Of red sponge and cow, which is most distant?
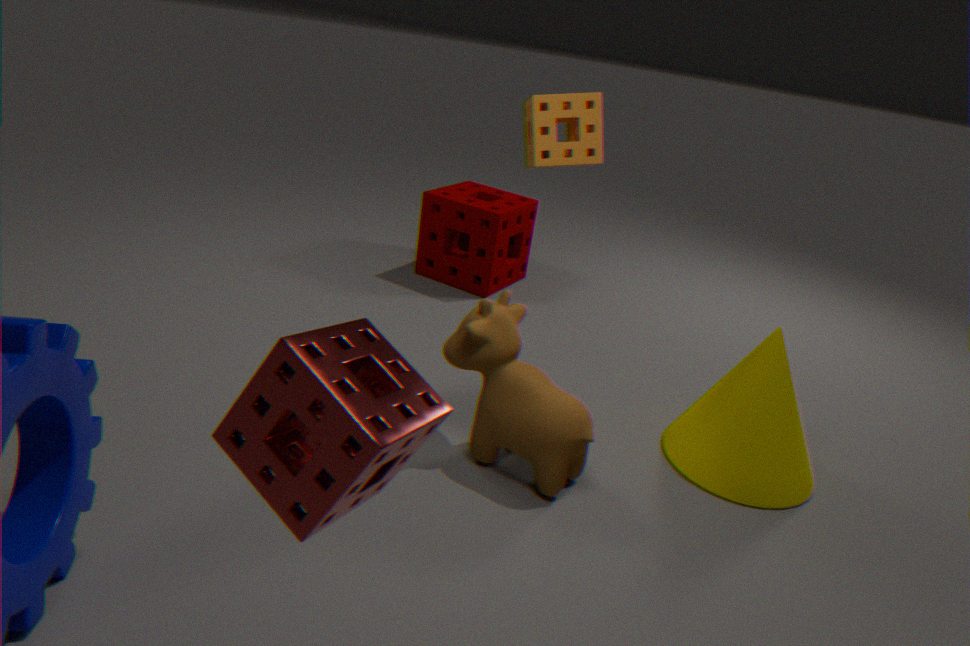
cow
